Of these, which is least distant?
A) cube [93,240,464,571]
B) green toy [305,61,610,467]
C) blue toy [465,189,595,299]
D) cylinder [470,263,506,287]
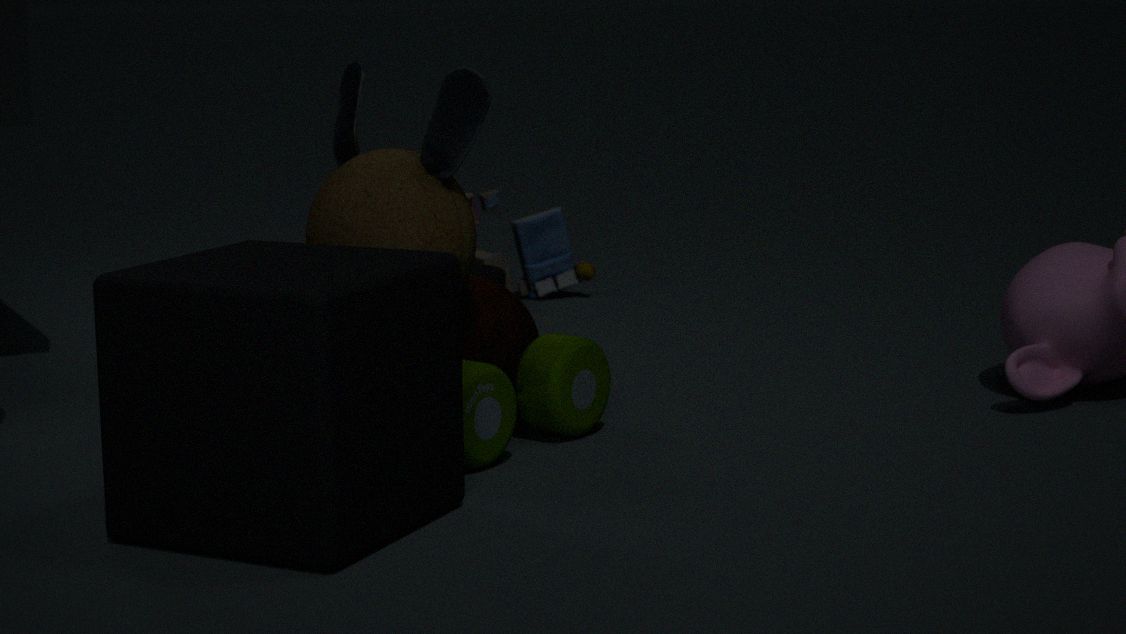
cube [93,240,464,571]
